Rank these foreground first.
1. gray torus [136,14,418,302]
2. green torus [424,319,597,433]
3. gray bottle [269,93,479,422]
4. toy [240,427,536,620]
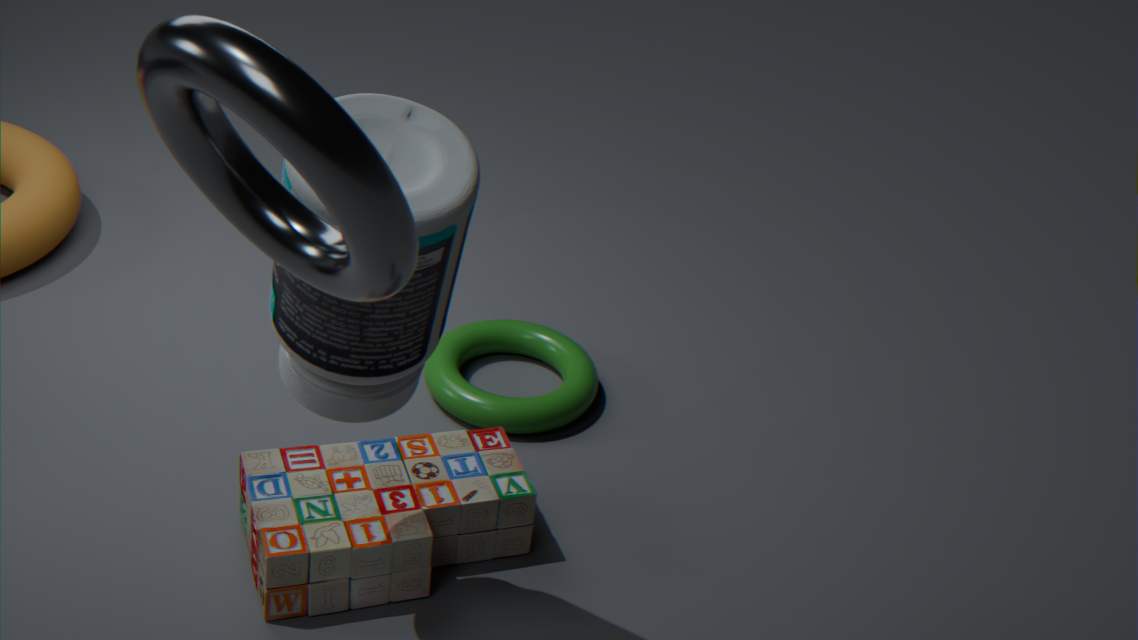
gray torus [136,14,418,302] → gray bottle [269,93,479,422] → toy [240,427,536,620] → green torus [424,319,597,433]
